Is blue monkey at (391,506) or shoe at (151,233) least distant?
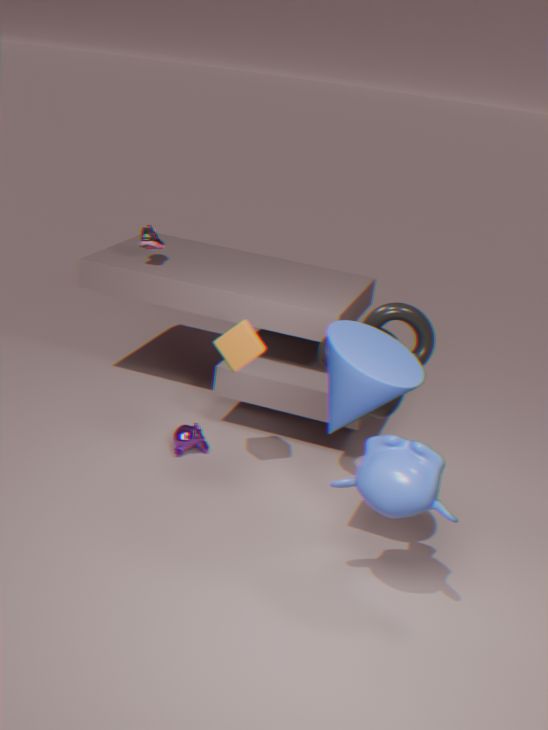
blue monkey at (391,506)
